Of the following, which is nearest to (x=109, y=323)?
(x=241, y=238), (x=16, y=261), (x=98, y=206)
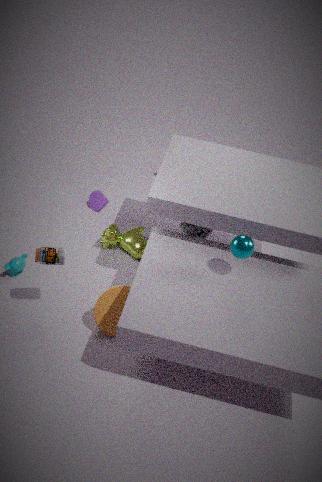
(x=16, y=261)
